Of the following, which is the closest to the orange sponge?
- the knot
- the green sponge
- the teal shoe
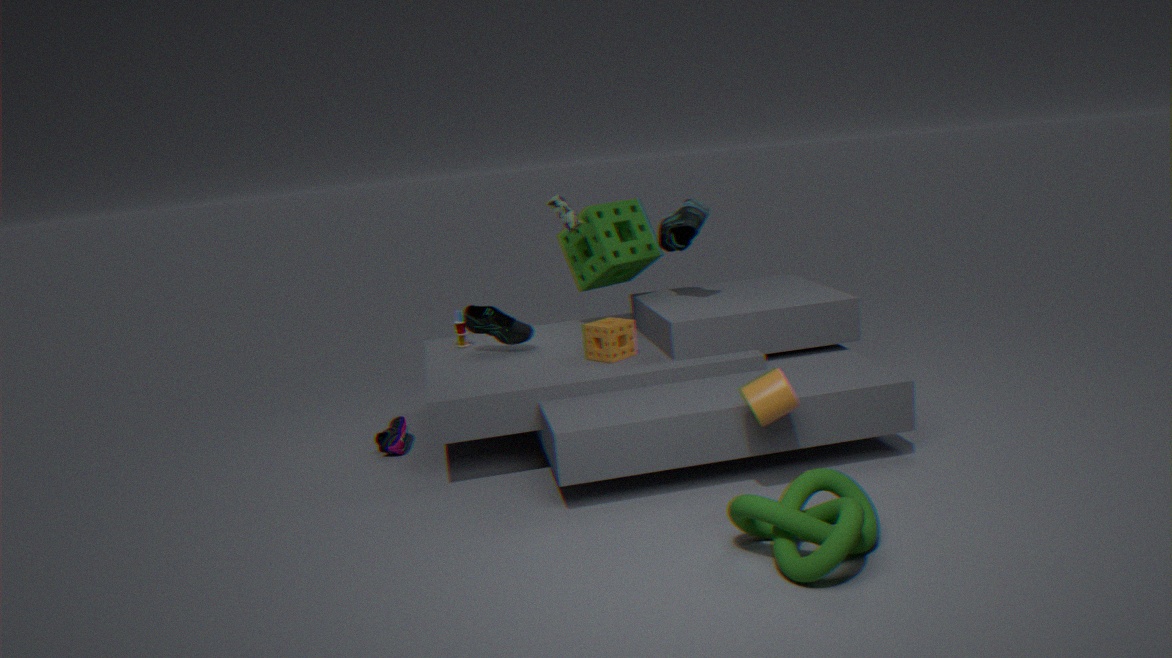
the green sponge
